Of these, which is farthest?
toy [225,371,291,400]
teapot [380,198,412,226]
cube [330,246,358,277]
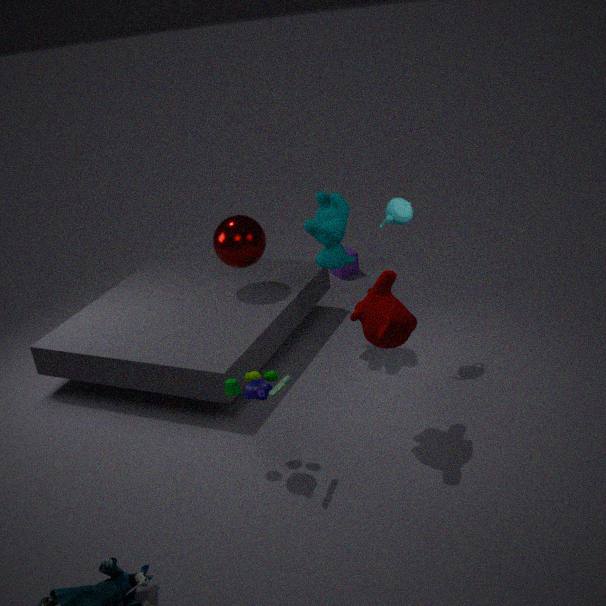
cube [330,246,358,277]
